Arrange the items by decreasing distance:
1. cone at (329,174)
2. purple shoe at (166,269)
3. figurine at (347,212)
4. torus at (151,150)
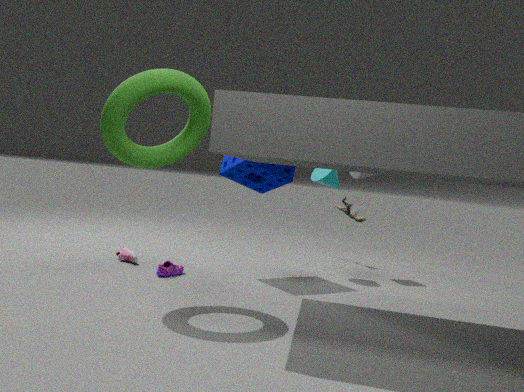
figurine at (347,212) → cone at (329,174) → purple shoe at (166,269) → torus at (151,150)
